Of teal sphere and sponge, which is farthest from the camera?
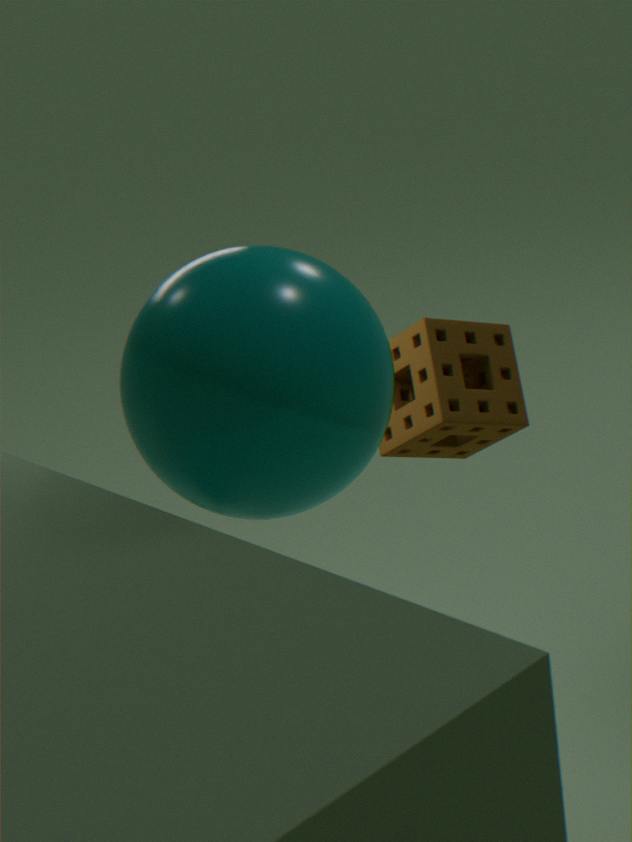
sponge
